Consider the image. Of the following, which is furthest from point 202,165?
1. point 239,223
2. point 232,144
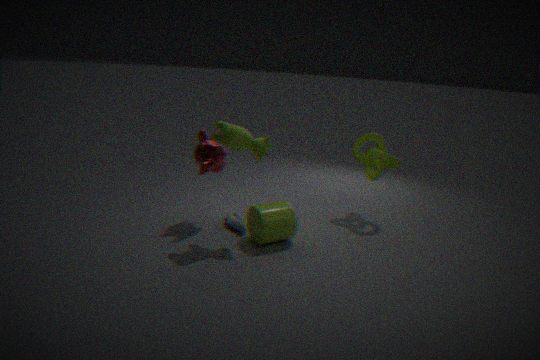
point 239,223
